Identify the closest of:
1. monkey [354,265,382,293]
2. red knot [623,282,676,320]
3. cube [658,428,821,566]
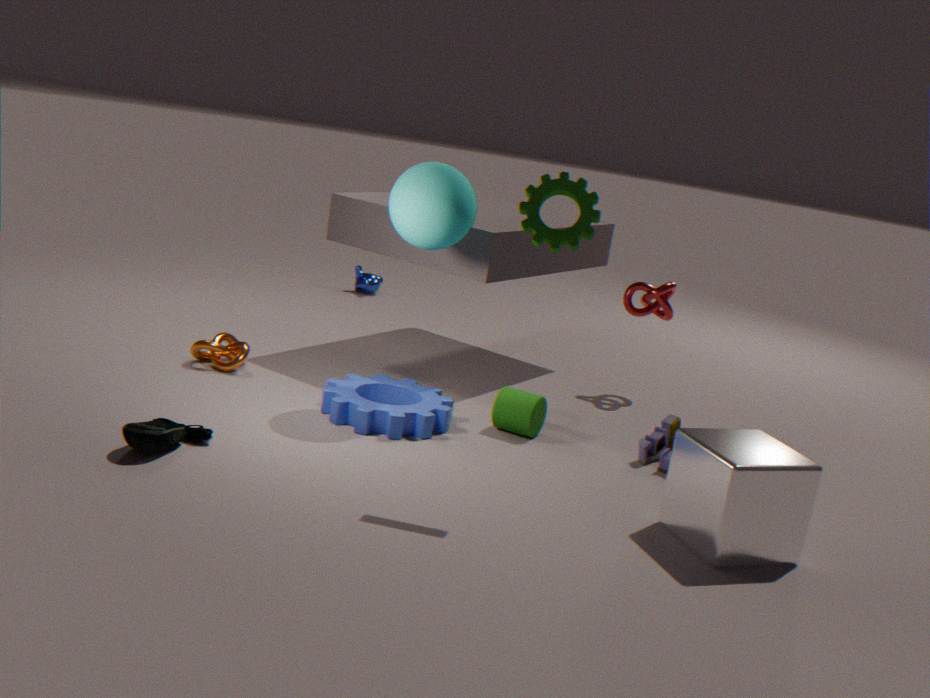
cube [658,428,821,566]
